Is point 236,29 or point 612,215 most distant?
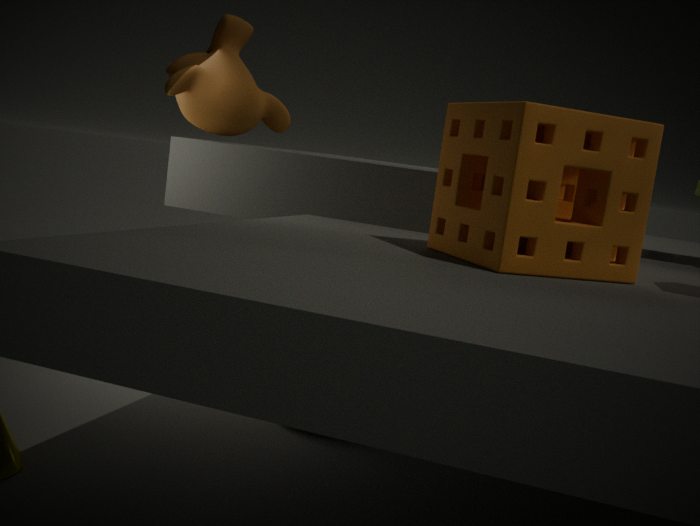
point 236,29
